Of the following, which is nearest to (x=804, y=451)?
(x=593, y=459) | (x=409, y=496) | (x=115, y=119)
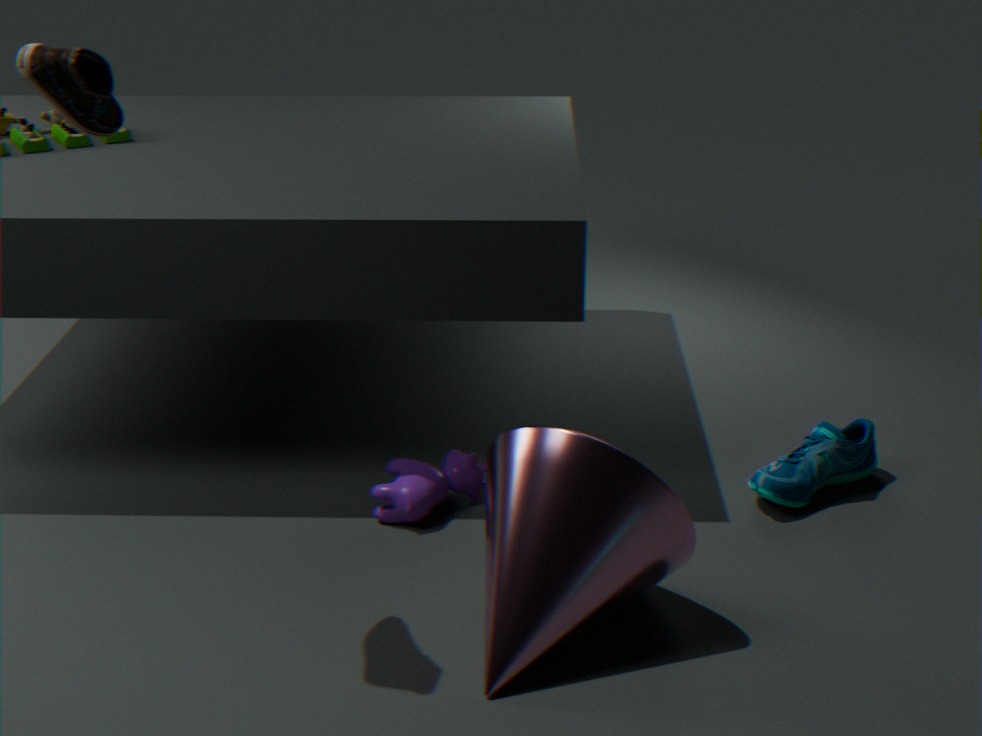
(x=593, y=459)
